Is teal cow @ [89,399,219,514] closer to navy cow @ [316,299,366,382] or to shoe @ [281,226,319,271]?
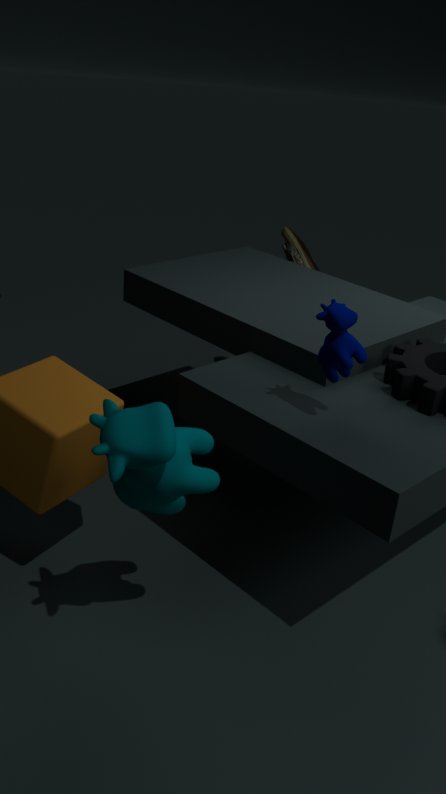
navy cow @ [316,299,366,382]
